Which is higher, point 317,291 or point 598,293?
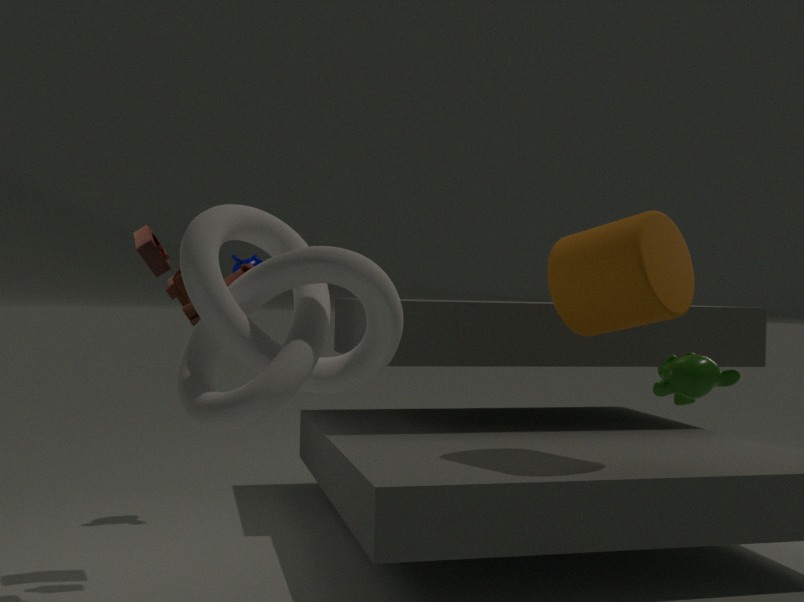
point 598,293
